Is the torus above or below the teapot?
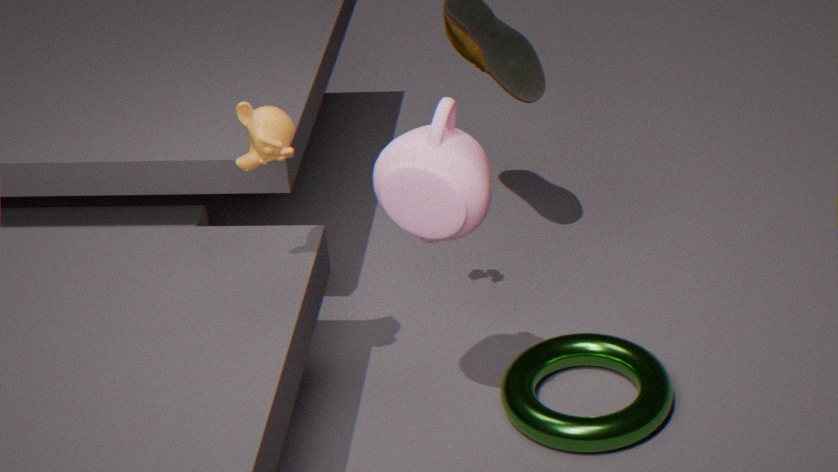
below
